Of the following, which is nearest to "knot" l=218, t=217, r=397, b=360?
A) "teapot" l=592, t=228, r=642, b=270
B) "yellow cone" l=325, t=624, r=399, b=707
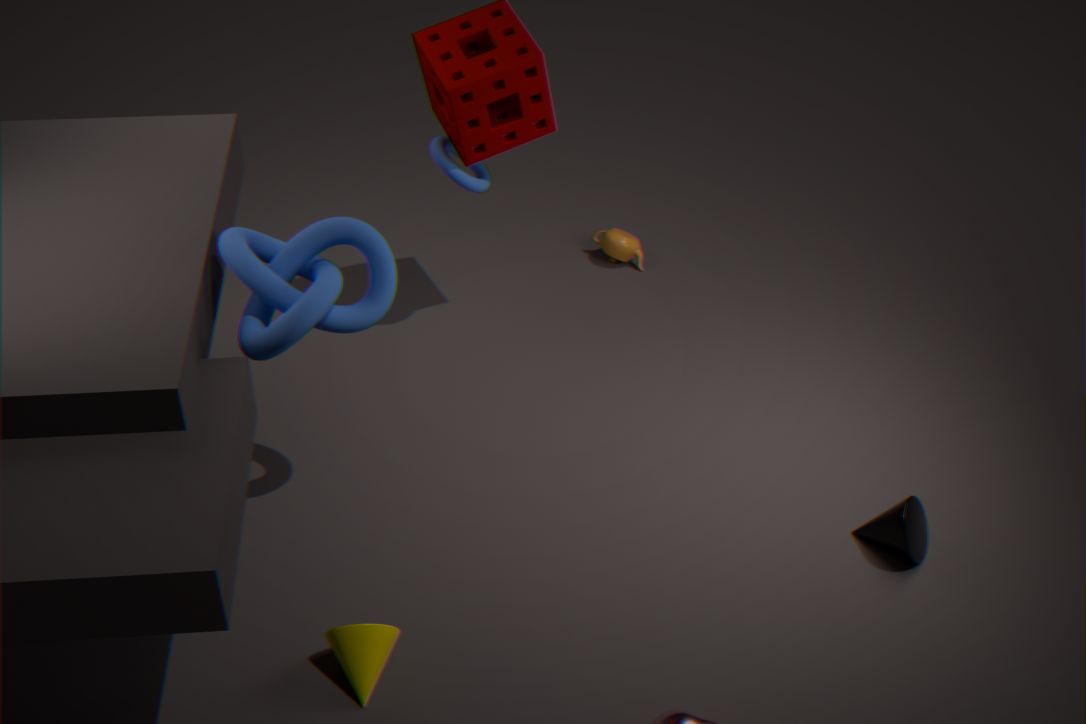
"yellow cone" l=325, t=624, r=399, b=707
